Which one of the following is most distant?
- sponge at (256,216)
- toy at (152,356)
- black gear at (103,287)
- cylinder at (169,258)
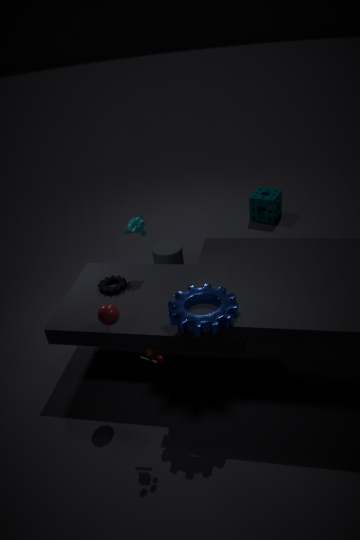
sponge at (256,216)
